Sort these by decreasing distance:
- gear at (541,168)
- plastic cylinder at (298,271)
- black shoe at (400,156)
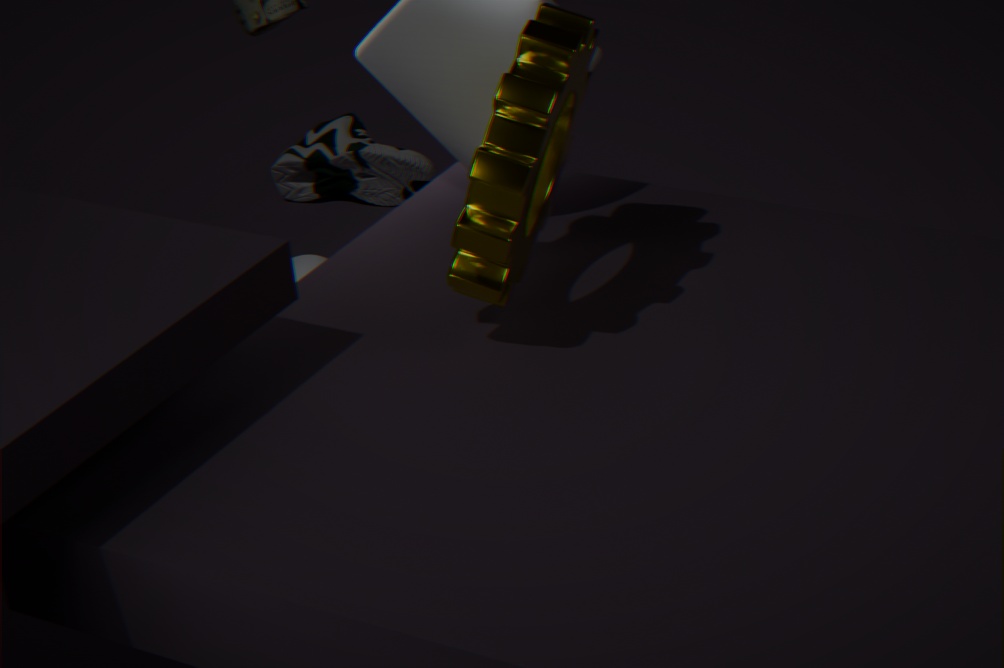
black shoe at (400,156) < plastic cylinder at (298,271) < gear at (541,168)
